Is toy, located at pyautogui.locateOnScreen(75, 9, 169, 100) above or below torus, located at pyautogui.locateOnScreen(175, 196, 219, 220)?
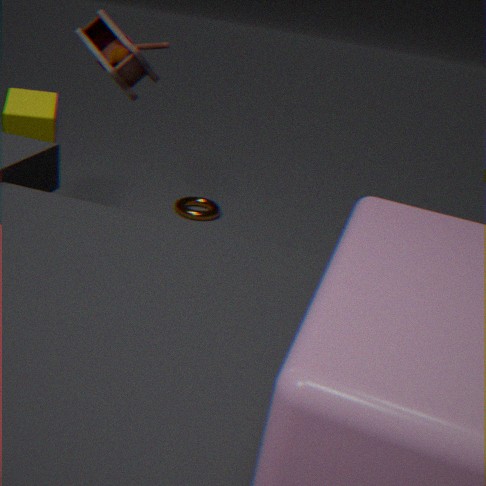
above
